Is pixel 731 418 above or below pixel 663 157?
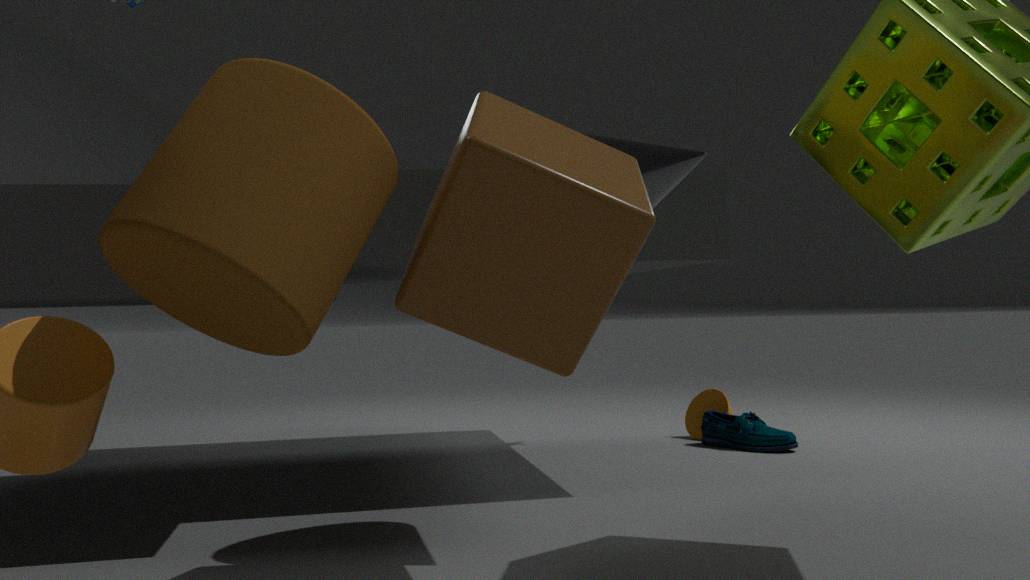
below
